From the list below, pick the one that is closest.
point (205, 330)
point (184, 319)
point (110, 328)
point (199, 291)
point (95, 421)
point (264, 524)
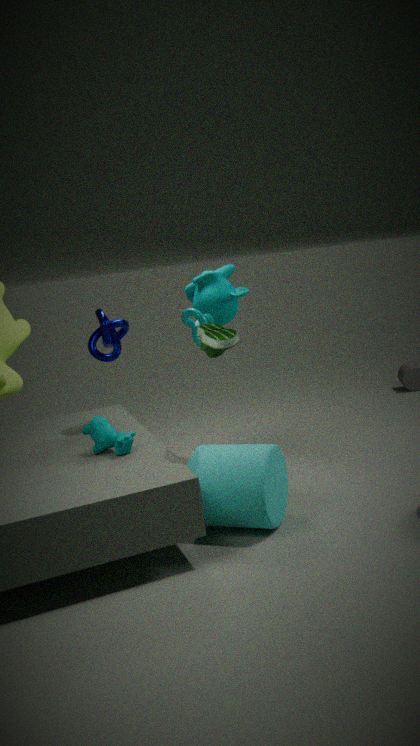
point (264, 524)
